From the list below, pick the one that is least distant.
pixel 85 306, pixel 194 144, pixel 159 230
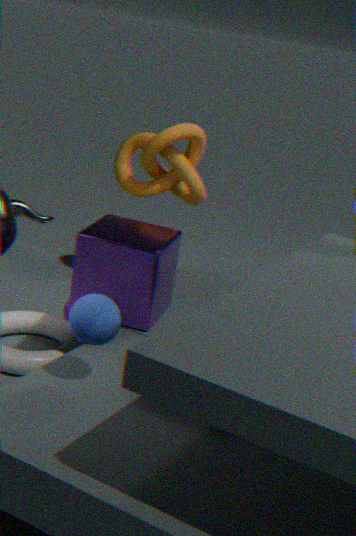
pixel 85 306
